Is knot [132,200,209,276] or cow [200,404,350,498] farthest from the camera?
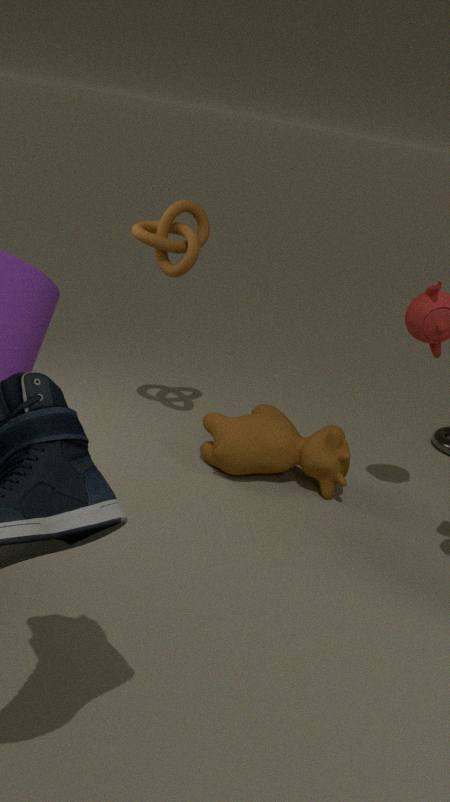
knot [132,200,209,276]
